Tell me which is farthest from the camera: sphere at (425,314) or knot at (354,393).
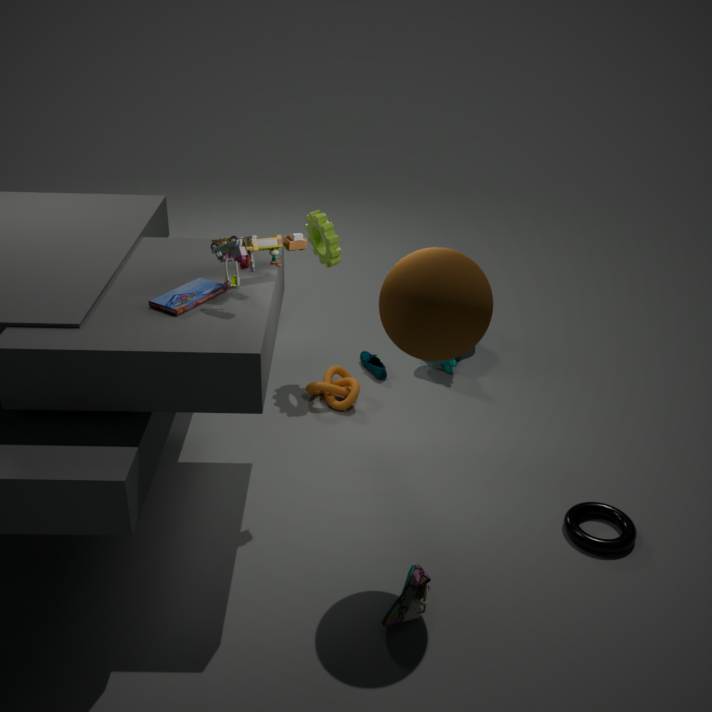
knot at (354,393)
